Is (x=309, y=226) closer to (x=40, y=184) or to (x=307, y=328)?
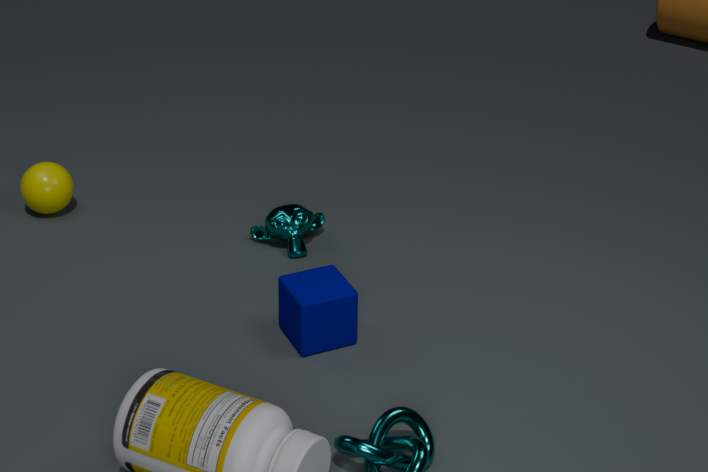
(x=307, y=328)
